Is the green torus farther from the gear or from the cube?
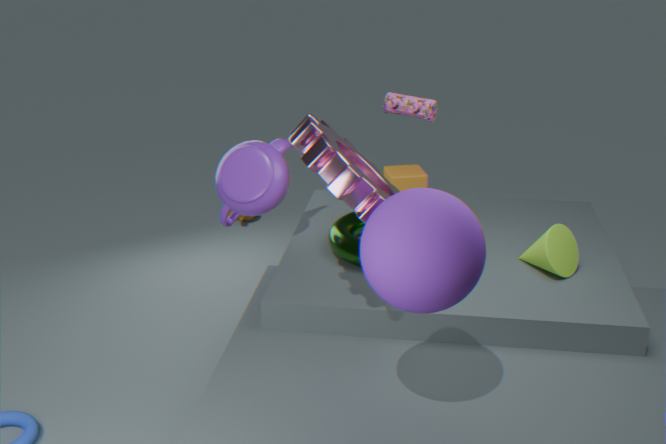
the gear
